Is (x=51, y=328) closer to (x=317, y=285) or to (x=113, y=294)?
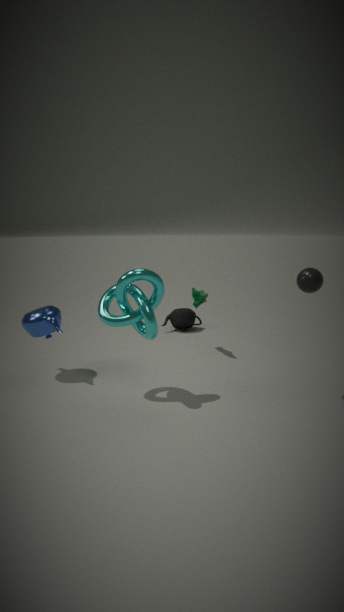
(x=113, y=294)
